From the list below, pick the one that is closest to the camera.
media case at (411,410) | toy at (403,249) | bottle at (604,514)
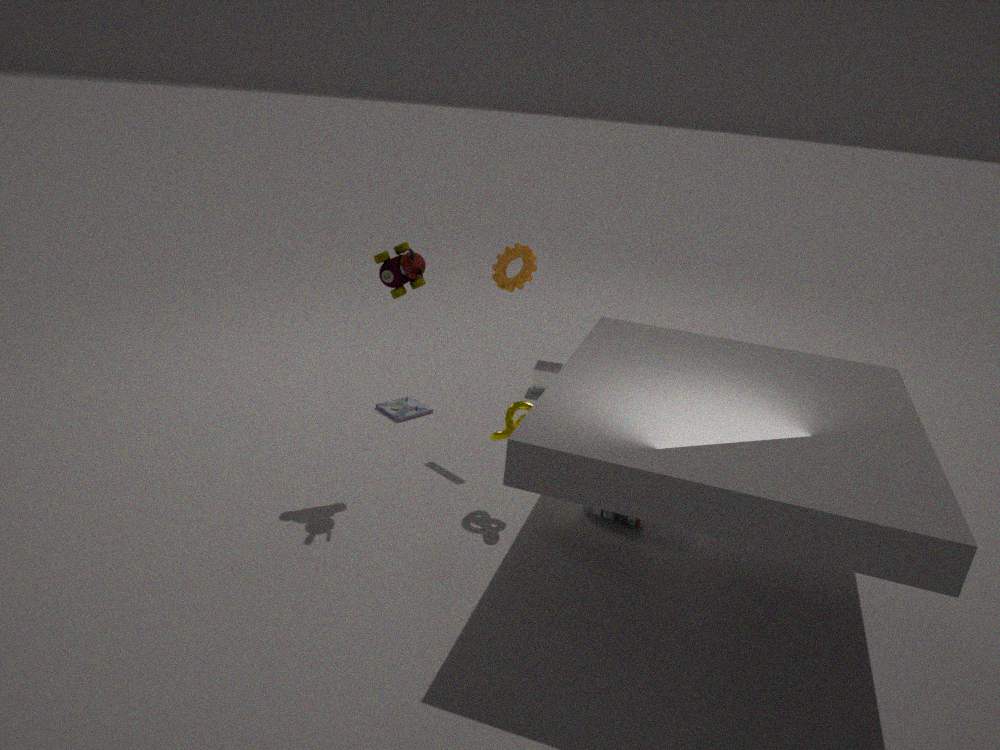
toy at (403,249)
